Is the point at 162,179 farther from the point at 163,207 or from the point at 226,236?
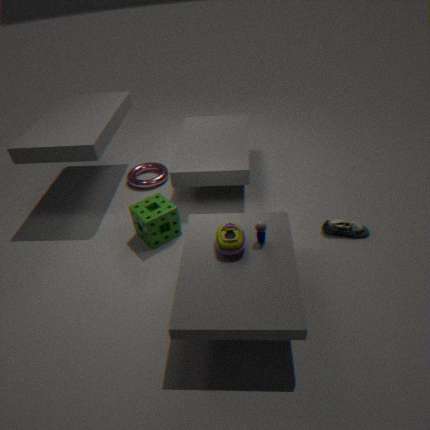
the point at 226,236
